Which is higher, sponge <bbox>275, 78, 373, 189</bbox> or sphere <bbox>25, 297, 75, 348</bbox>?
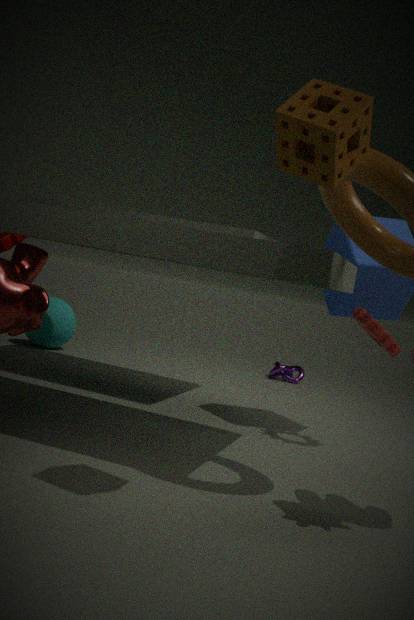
sponge <bbox>275, 78, 373, 189</bbox>
